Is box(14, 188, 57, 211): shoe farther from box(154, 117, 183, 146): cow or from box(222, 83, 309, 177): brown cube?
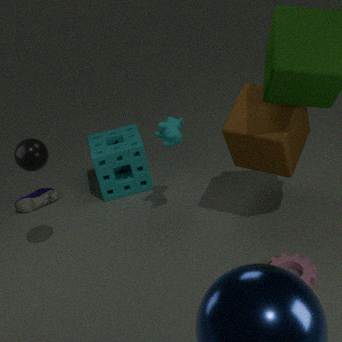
box(222, 83, 309, 177): brown cube
